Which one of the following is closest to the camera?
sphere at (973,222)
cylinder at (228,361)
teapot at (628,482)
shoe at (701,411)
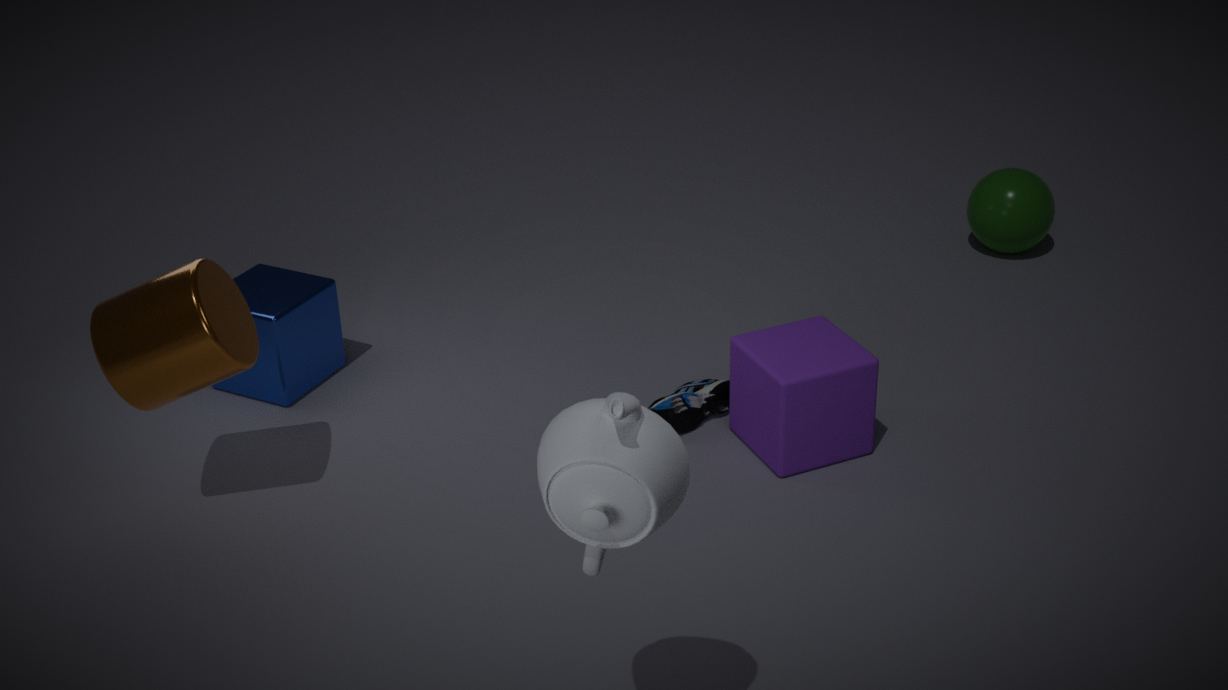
teapot at (628,482)
